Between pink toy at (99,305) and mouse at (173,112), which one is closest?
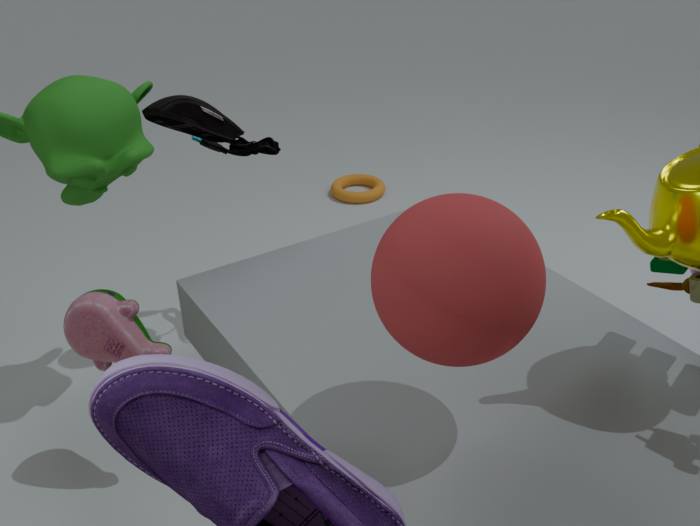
pink toy at (99,305)
